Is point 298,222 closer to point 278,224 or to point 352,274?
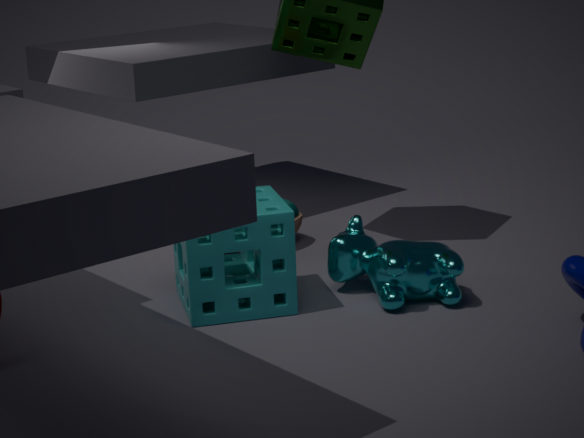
point 278,224
